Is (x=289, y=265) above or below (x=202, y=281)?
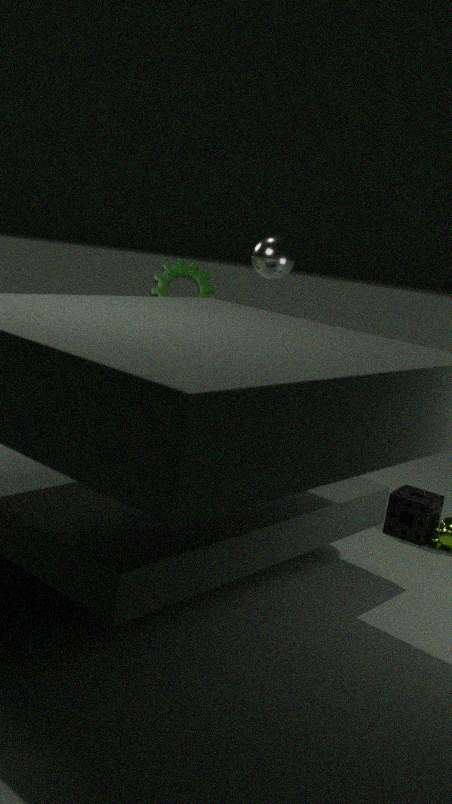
above
